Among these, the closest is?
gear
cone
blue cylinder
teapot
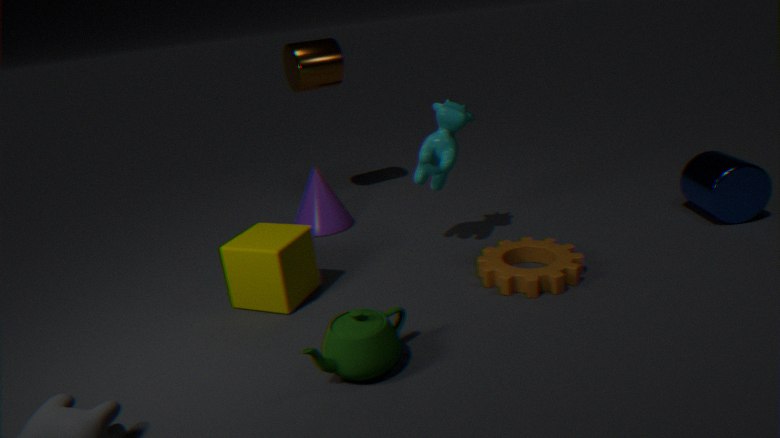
teapot
